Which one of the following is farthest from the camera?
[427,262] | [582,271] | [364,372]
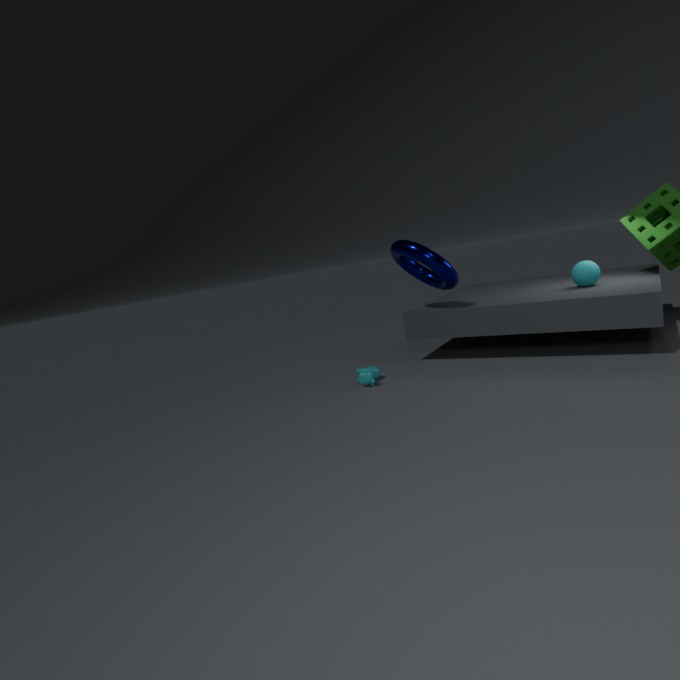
[582,271]
